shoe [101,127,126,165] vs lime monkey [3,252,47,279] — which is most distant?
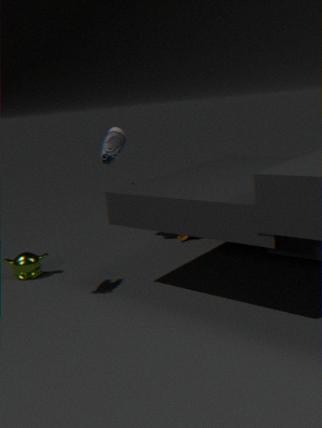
shoe [101,127,126,165]
